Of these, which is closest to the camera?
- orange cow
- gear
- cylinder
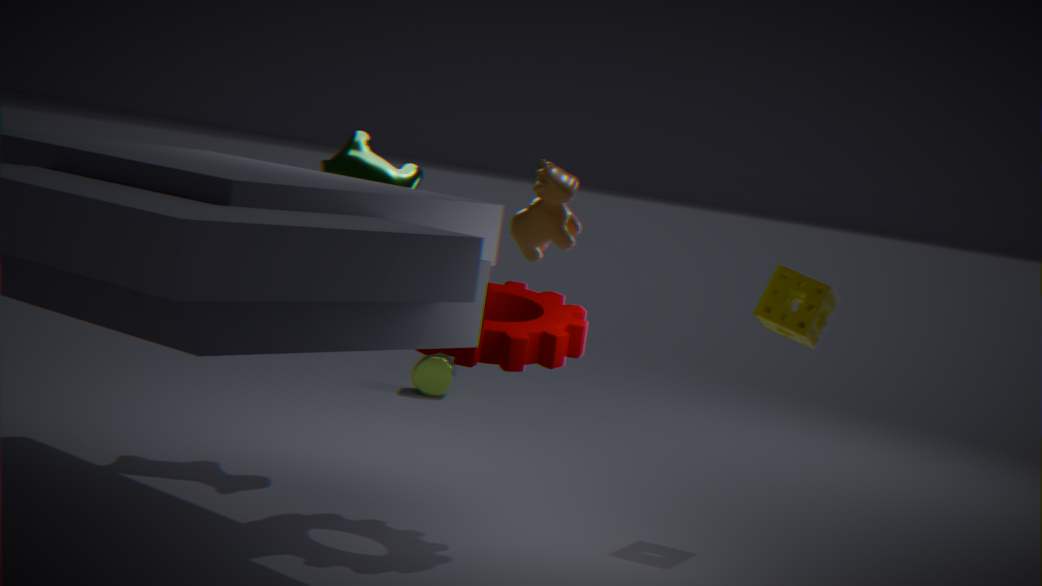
orange cow
